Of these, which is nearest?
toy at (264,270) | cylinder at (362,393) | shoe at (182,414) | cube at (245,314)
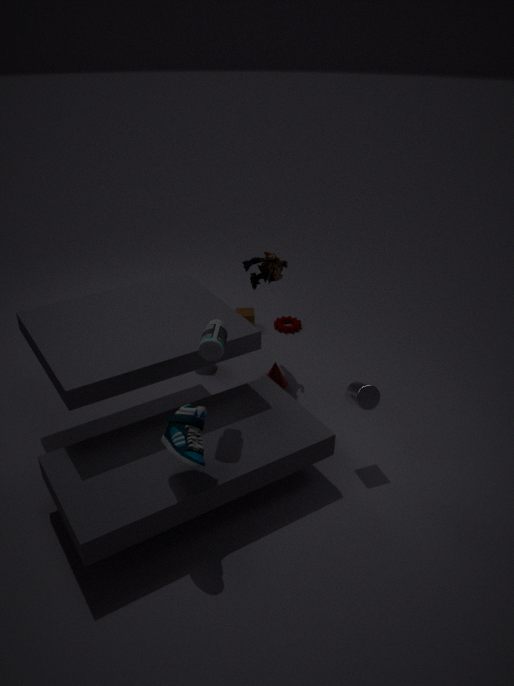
shoe at (182,414)
